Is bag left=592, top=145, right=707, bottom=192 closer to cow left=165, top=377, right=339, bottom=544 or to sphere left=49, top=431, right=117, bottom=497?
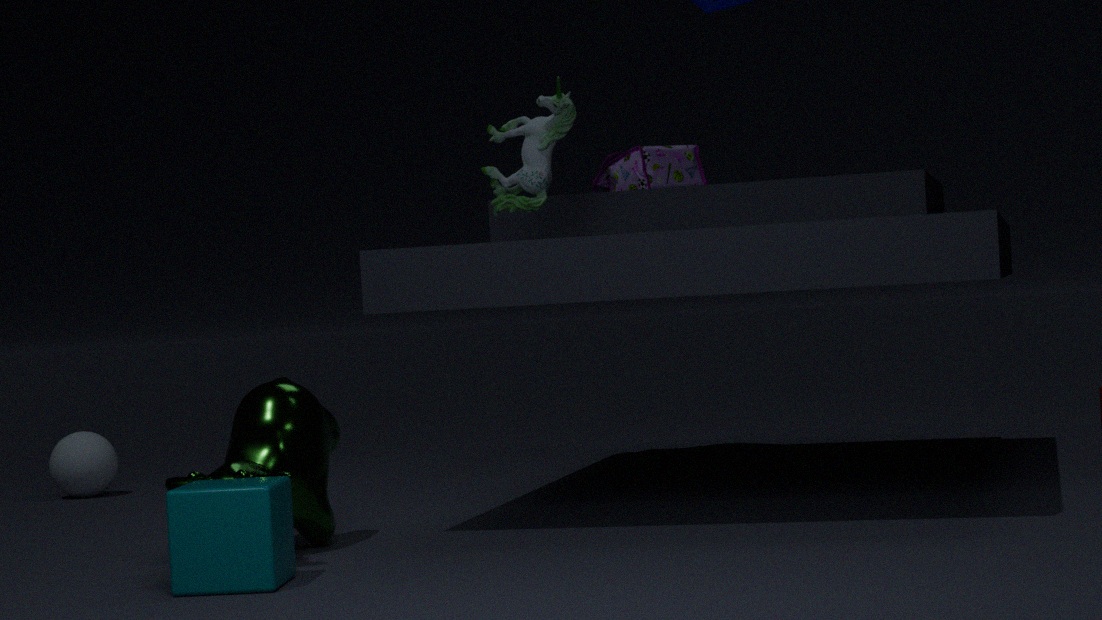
cow left=165, top=377, right=339, bottom=544
